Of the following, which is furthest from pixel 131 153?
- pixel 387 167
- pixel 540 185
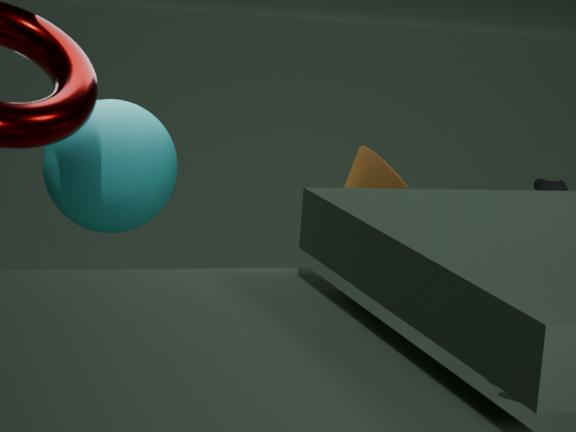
pixel 540 185
